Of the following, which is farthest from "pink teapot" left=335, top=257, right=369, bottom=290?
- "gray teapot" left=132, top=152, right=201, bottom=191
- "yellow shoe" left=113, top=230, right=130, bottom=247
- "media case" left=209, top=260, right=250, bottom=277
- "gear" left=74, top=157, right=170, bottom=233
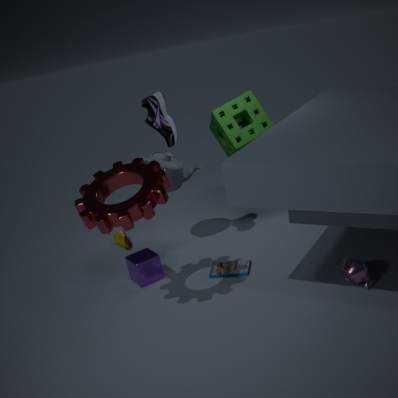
"yellow shoe" left=113, top=230, right=130, bottom=247
